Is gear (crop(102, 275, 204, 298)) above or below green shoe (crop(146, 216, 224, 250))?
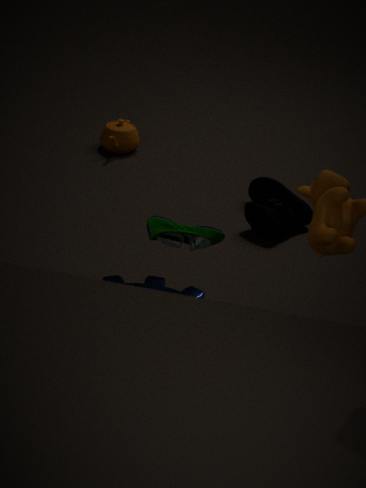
below
